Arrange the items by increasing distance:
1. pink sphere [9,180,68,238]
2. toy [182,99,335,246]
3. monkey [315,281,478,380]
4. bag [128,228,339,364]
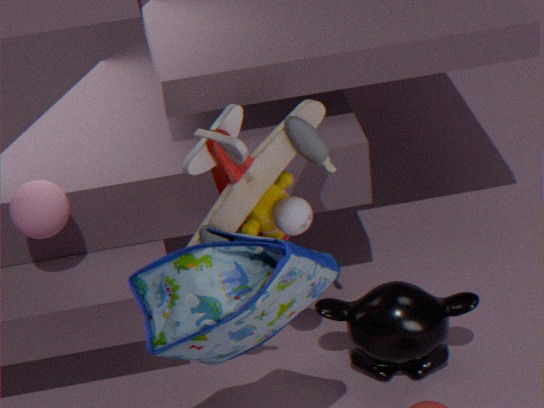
bag [128,228,339,364]
toy [182,99,335,246]
pink sphere [9,180,68,238]
monkey [315,281,478,380]
